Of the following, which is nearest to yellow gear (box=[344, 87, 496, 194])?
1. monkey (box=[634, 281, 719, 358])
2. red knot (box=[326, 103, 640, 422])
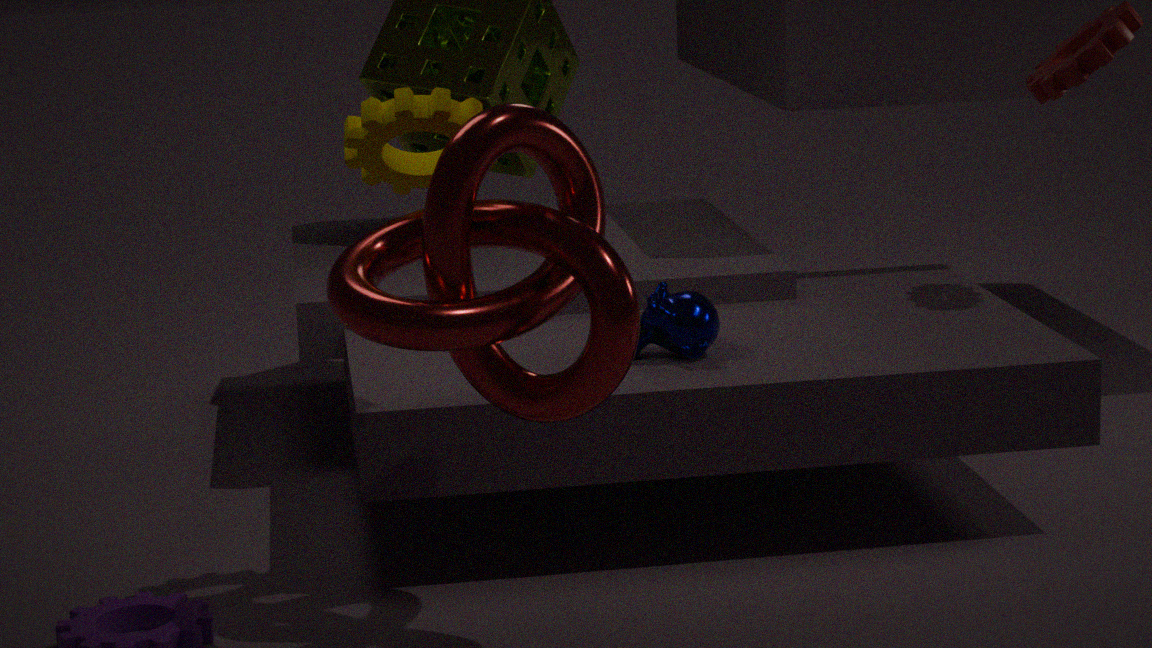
red knot (box=[326, 103, 640, 422])
